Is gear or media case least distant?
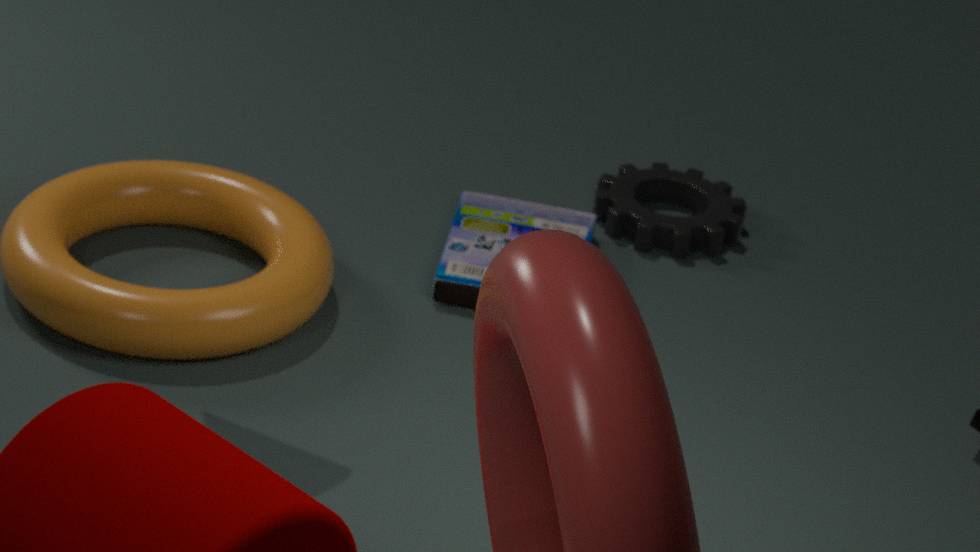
media case
